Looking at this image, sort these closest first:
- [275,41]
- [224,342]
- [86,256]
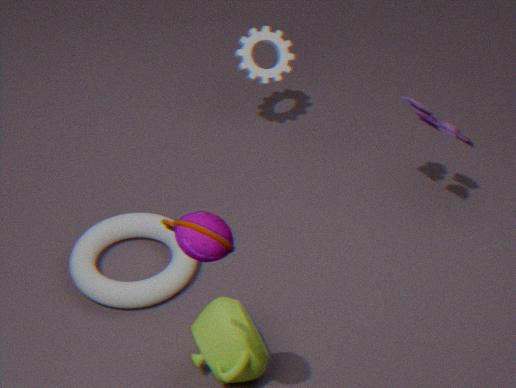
[224,342], [86,256], [275,41]
